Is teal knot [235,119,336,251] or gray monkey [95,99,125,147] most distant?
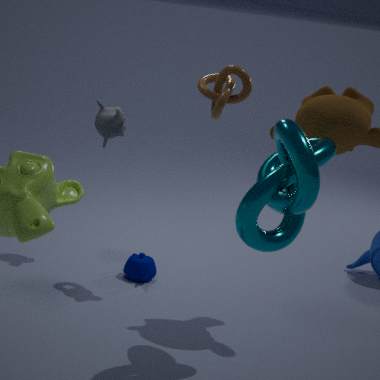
gray monkey [95,99,125,147]
